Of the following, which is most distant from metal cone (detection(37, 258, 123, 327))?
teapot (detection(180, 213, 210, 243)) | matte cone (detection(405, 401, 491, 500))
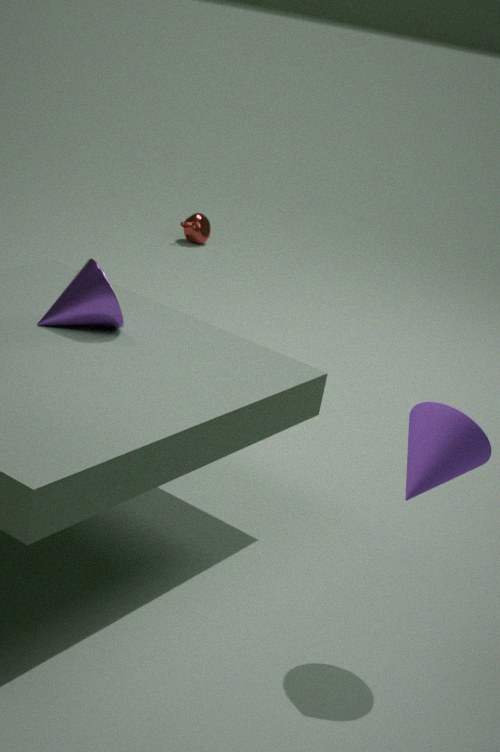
teapot (detection(180, 213, 210, 243))
